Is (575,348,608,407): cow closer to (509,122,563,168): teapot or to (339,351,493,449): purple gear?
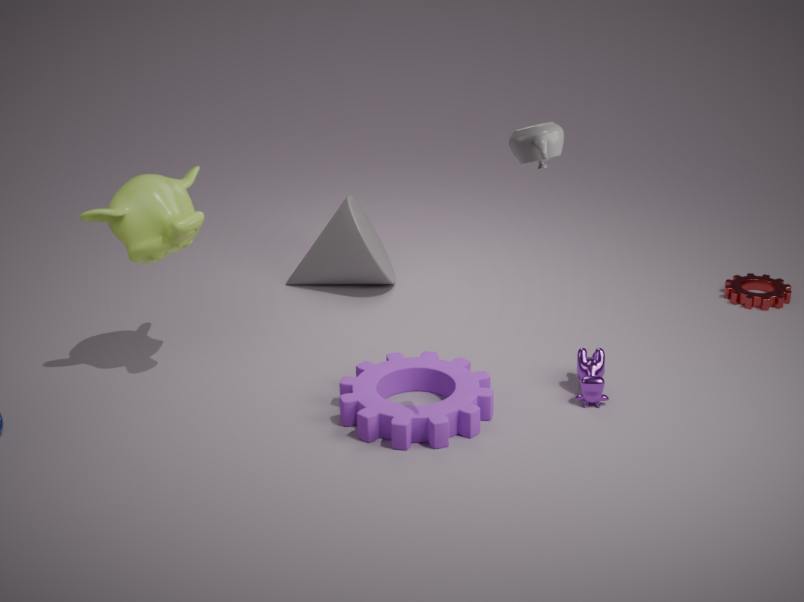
(339,351,493,449): purple gear
